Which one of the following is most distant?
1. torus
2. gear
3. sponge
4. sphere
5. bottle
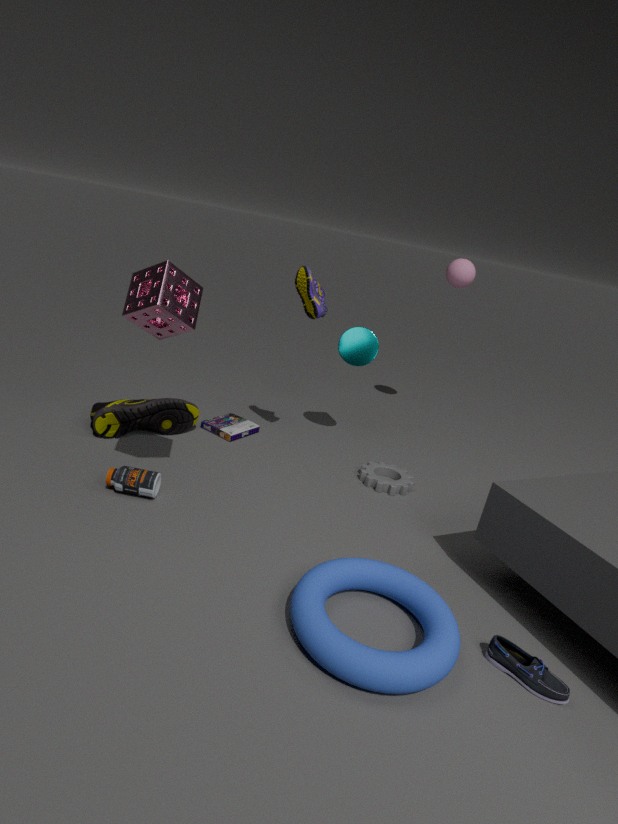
sphere
